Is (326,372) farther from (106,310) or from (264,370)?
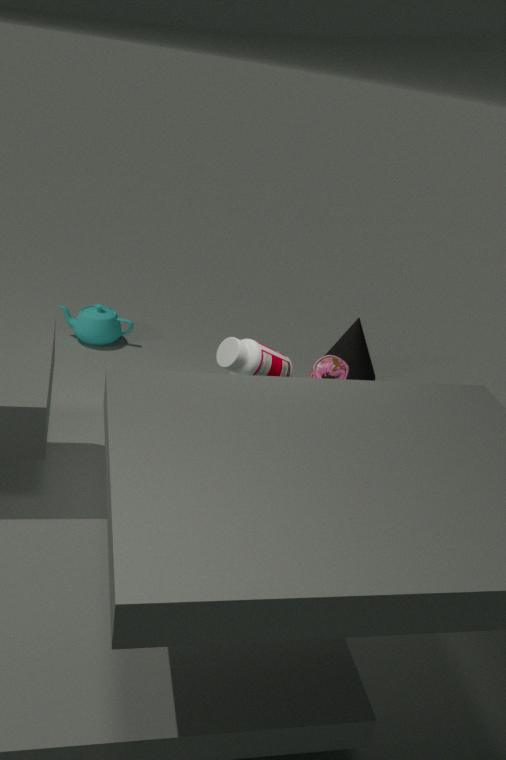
(106,310)
